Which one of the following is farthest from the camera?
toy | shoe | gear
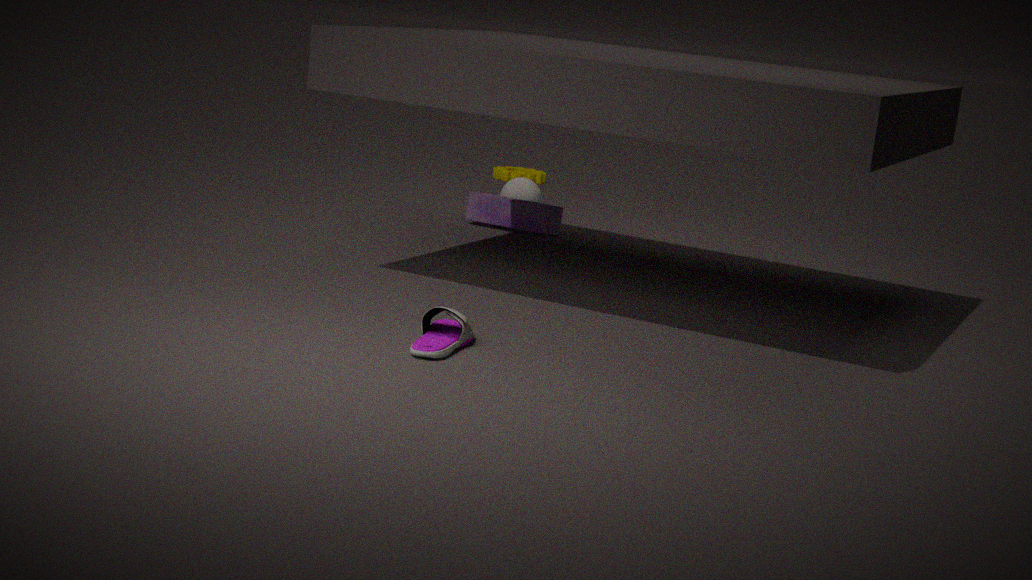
gear
